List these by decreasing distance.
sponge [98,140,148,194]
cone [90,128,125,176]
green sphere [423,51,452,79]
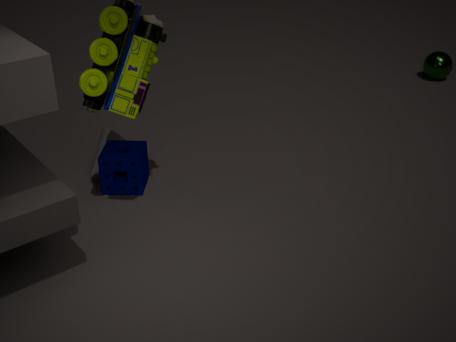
1. green sphere [423,51,452,79]
2. cone [90,128,125,176]
3. sponge [98,140,148,194]
